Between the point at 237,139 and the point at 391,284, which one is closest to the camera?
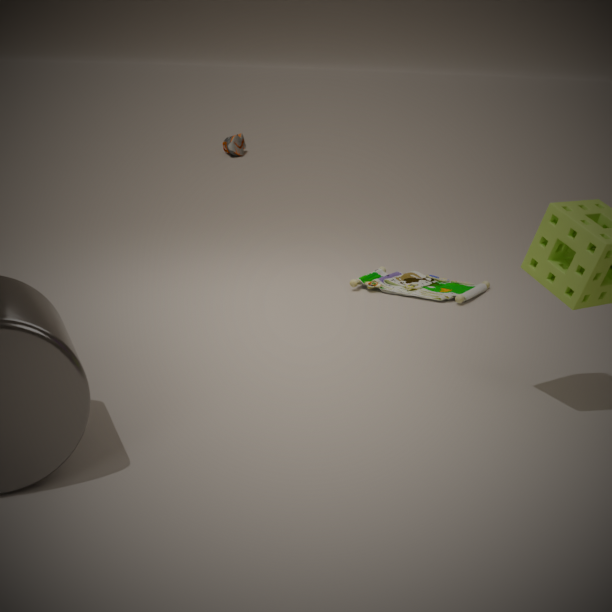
the point at 391,284
